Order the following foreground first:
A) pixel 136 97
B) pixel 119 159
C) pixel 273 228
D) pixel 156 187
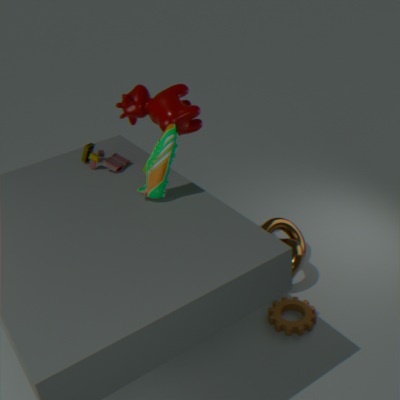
1. pixel 156 187
2. pixel 136 97
3. pixel 119 159
4. pixel 273 228
